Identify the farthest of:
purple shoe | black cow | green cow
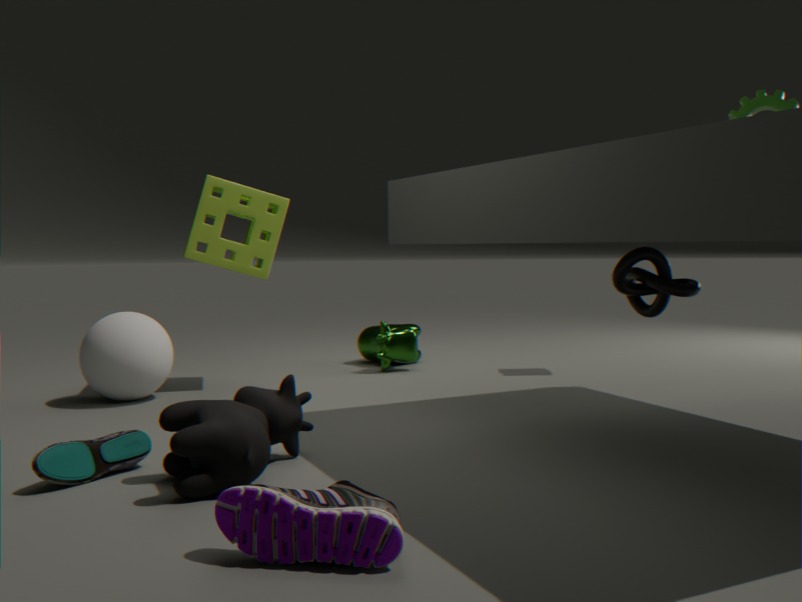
green cow
